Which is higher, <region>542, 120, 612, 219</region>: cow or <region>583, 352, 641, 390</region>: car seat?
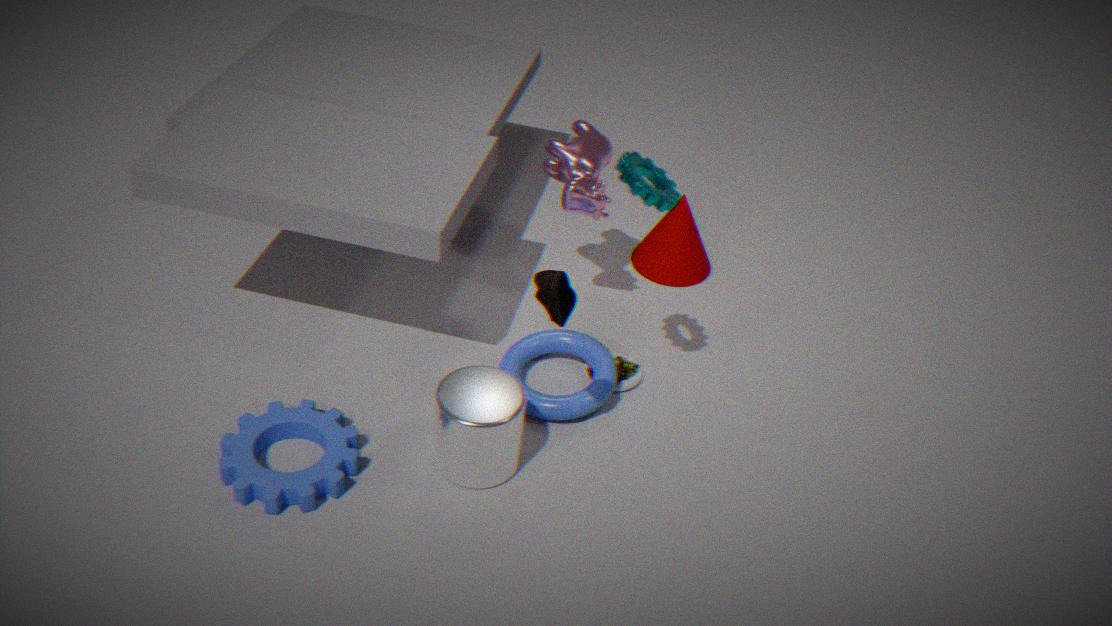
<region>542, 120, 612, 219</region>: cow
